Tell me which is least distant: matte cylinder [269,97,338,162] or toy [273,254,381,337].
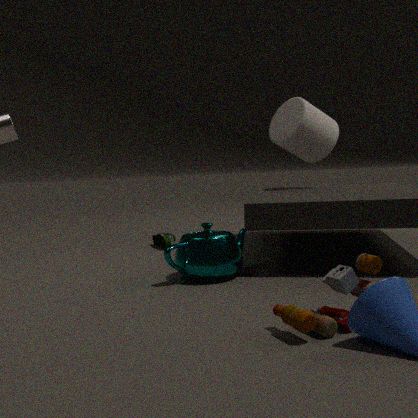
toy [273,254,381,337]
